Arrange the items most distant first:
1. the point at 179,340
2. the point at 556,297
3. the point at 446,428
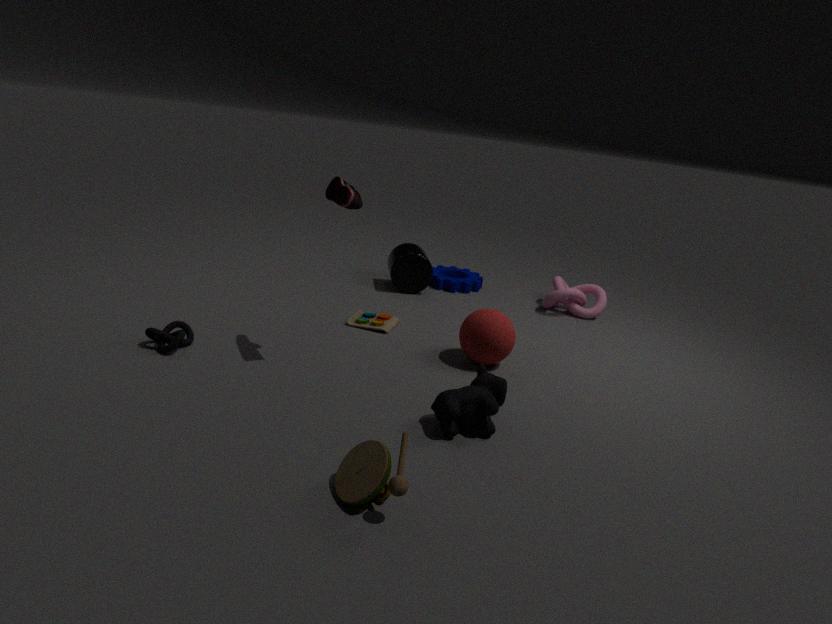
the point at 556,297, the point at 179,340, the point at 446,428
